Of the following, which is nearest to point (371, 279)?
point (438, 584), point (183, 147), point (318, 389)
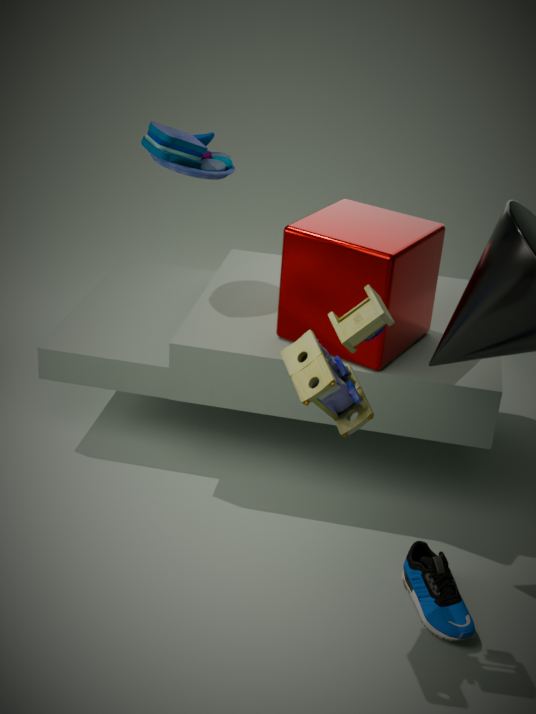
point (318, 389)
